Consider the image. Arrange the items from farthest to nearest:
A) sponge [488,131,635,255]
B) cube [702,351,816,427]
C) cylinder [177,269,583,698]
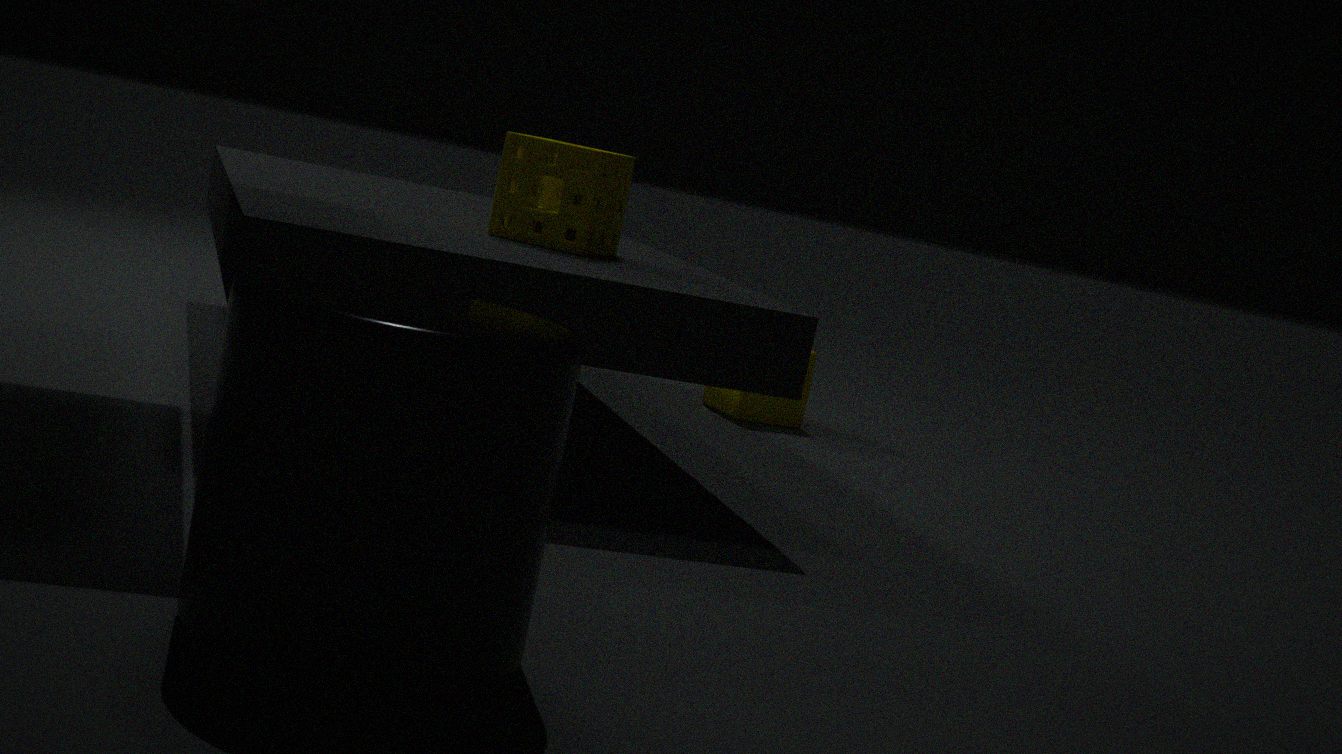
cube [702,351,816,427] < sponge [488,131,635,255] < cylinder [177,269,583,698]
